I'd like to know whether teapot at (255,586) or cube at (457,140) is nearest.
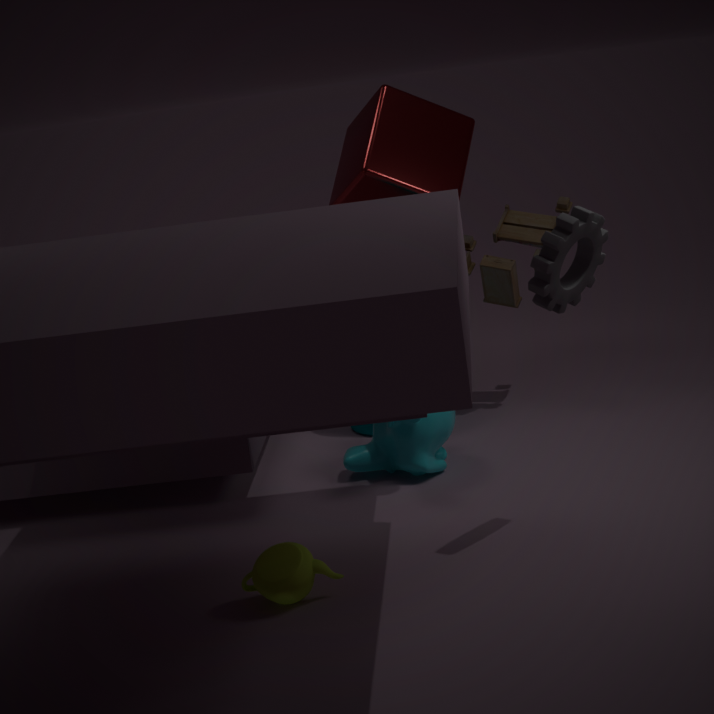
teapot at (255,586)
